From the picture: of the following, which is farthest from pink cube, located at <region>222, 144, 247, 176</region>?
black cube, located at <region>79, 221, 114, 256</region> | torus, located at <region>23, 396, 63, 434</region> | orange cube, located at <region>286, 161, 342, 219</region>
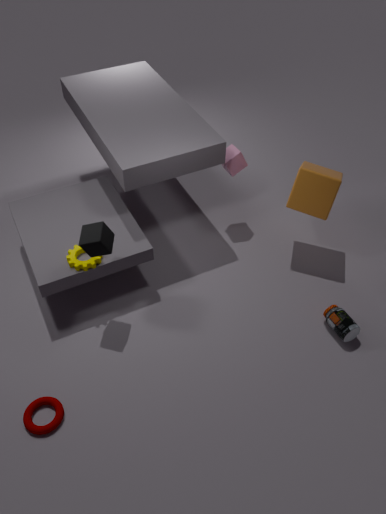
torus, located at <region>23, 396, 63, 434</region>
